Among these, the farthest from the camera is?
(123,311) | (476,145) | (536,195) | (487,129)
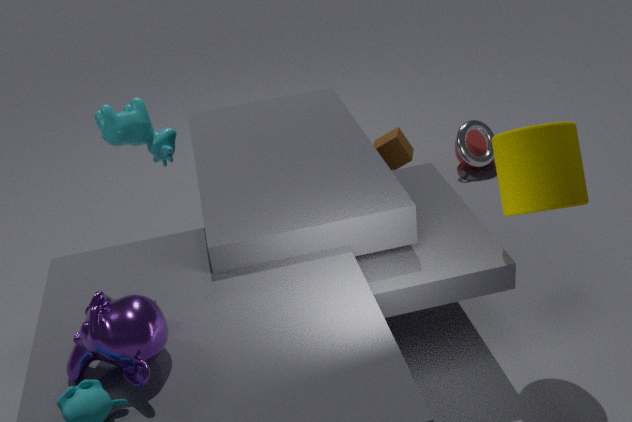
(476,145)
